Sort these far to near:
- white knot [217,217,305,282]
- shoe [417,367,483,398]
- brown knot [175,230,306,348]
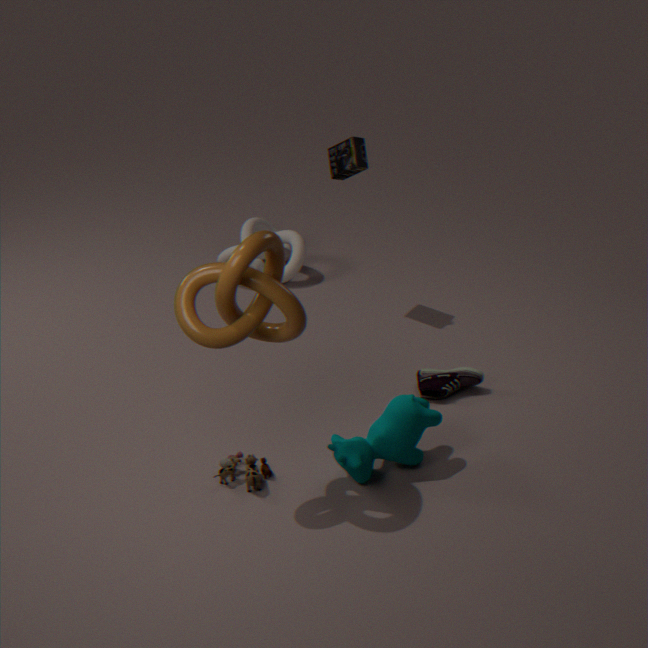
1. white knot [217,217,305,282]
2. shoe [417,367,483,398]
3. brown knot [175,230,306,348]
